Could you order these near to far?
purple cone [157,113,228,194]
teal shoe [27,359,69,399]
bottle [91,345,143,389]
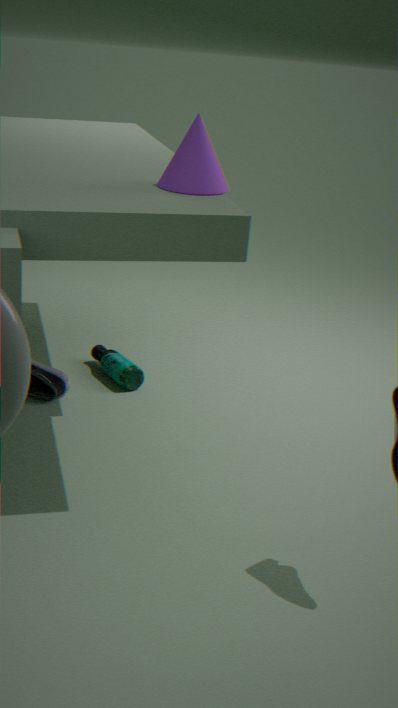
purple cone [157,113,228,194] → teal shoe [27,359,69,399] → bottle [91,345,143,389]
